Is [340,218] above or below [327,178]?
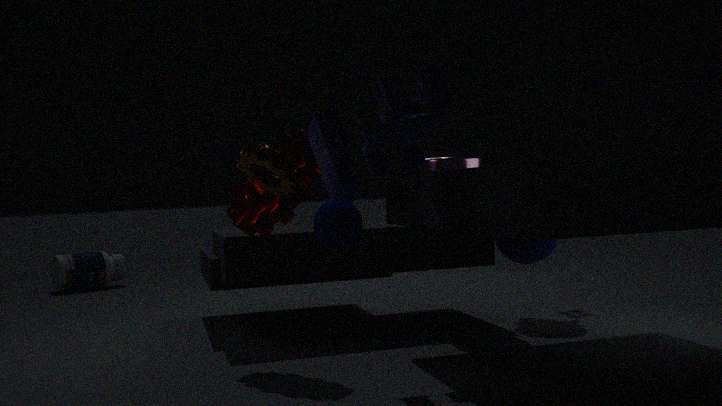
below
